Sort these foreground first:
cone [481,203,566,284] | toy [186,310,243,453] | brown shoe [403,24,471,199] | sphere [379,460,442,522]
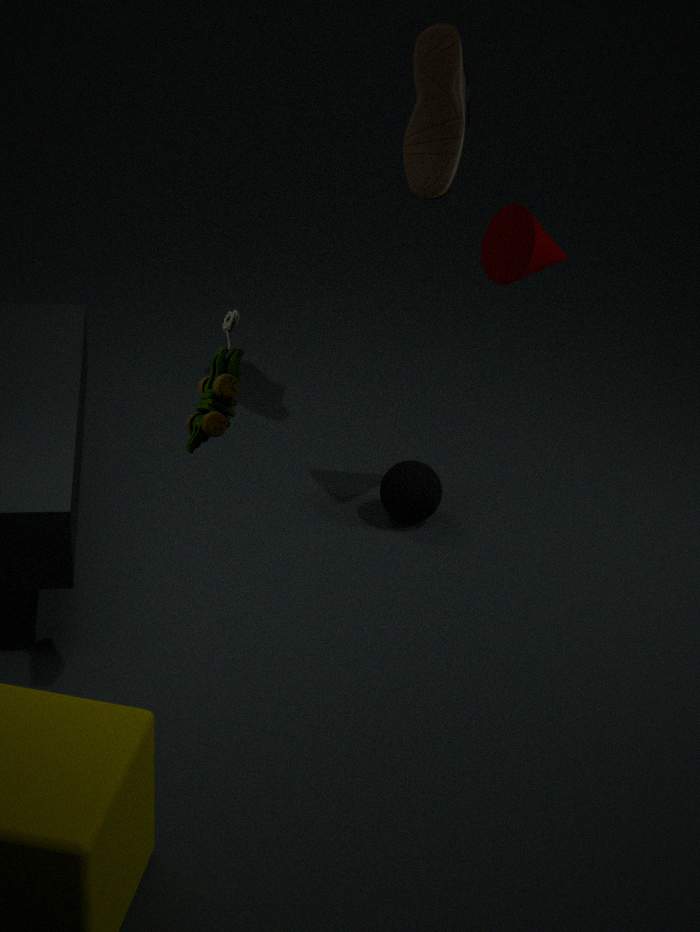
toy [186,310,243,453] → cone [481,203,566,284] → sphere [379,460,442,522] → brown shoe [403,24,471,199]
